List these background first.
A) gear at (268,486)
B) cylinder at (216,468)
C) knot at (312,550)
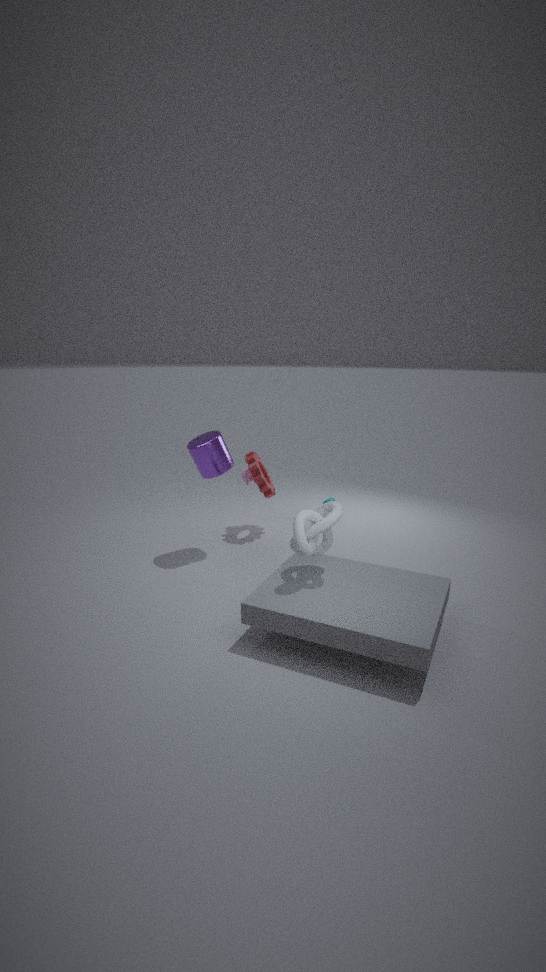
gear at (268,486) < cylinder at (216,468) < knot at (312,550)
